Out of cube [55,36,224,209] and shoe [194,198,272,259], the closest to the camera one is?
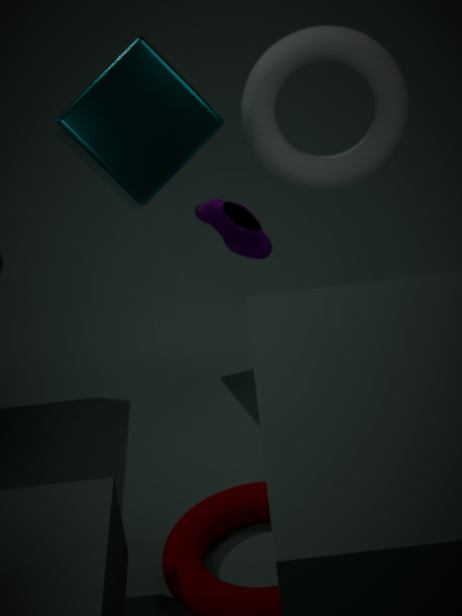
shoe [194,198,272,259]
